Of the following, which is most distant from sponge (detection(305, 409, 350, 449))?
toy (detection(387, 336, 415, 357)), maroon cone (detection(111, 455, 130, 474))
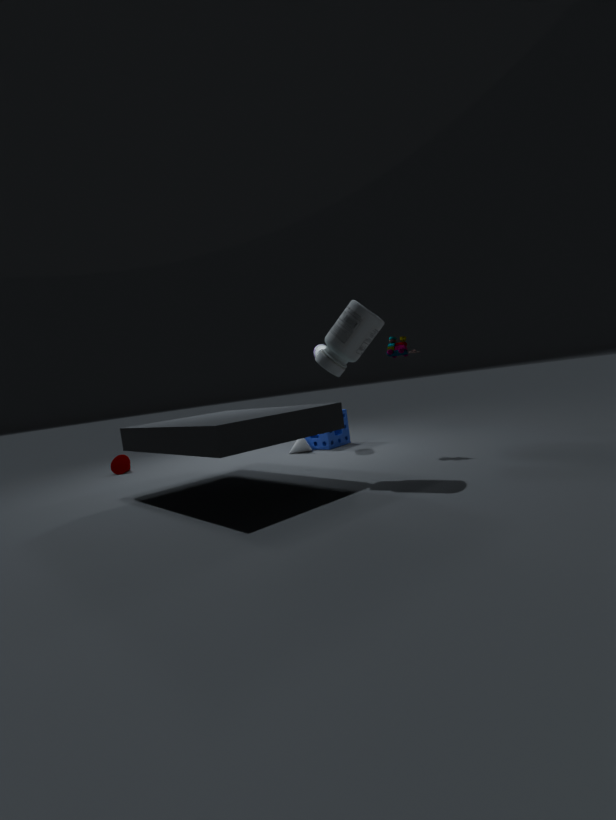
maroon cone (detection(111, 455, 130, 474))
